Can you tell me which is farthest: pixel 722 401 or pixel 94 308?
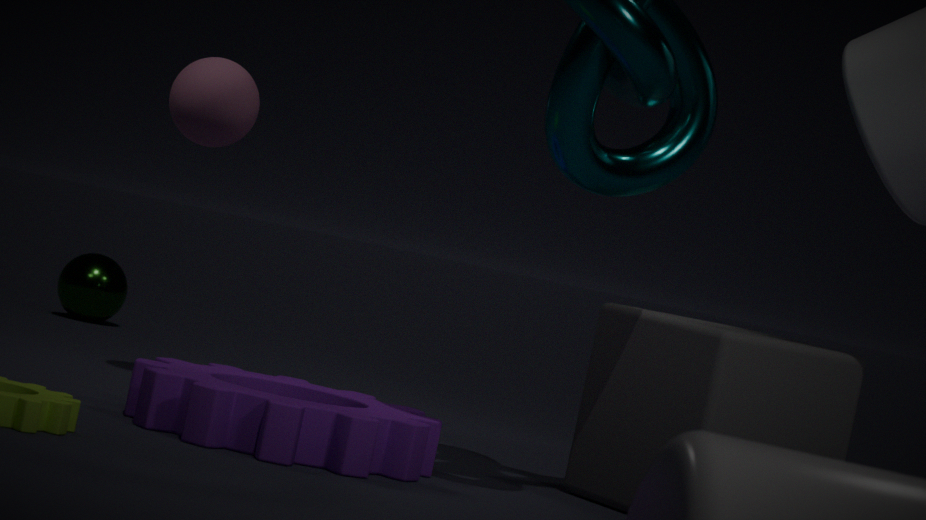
pixel 94 308
